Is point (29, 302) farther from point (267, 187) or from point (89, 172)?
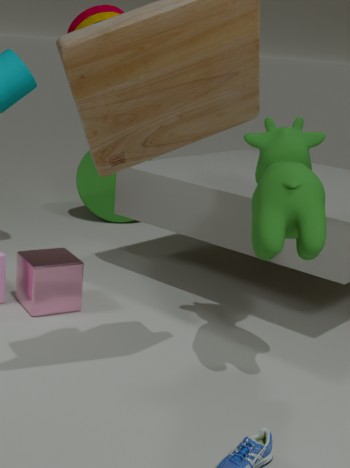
point (89, 172)
